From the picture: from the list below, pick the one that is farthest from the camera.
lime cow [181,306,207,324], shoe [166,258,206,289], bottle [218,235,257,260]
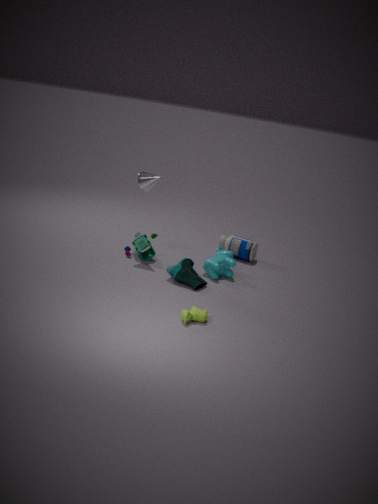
bottle [218,235,257,260]
